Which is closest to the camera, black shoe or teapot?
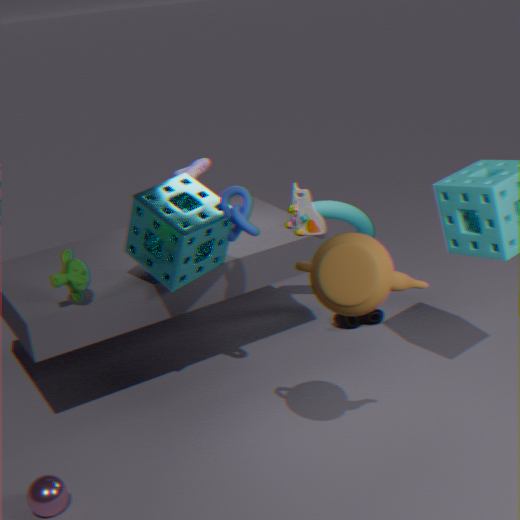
teapot
